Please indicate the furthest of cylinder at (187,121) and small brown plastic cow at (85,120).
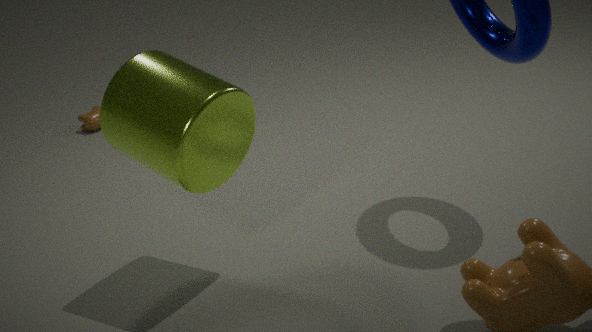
small brown plastic cow at (85,120)
